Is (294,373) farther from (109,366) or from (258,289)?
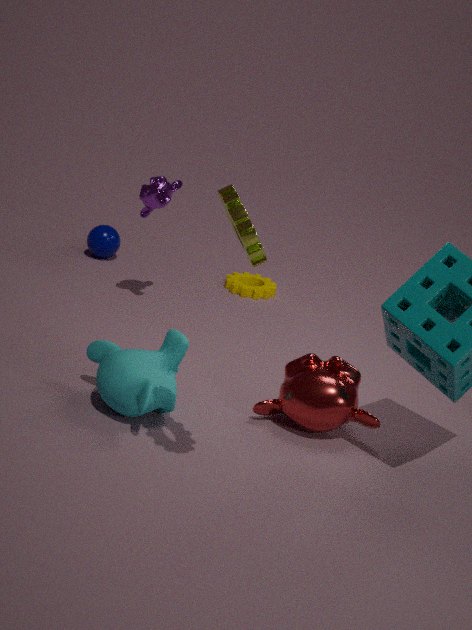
(258,289)
